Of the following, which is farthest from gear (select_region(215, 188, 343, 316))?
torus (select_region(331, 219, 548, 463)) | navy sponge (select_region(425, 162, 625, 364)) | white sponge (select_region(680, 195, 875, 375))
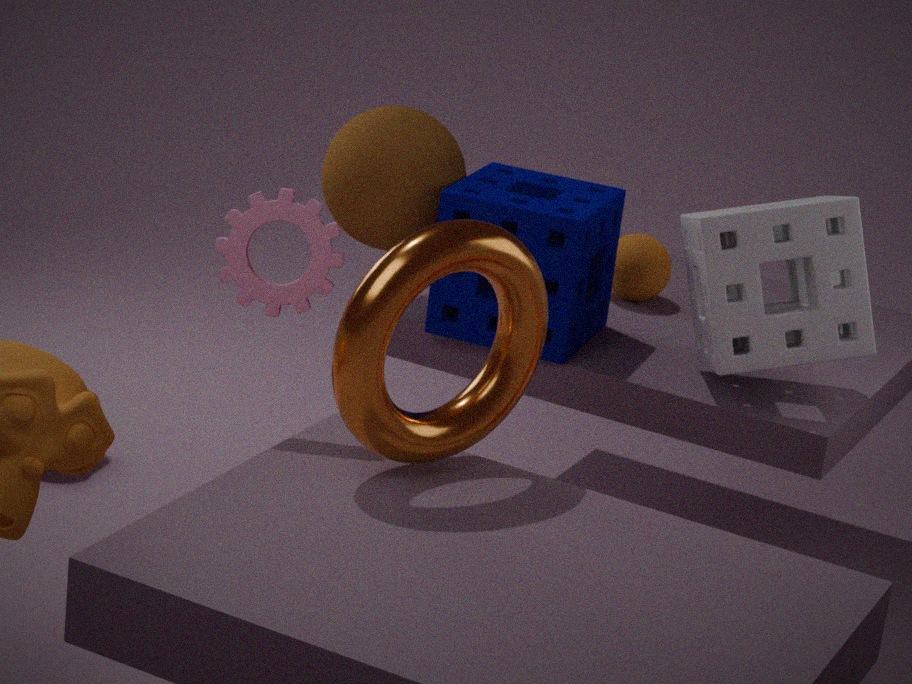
white sponge (select_region(680, 195, 875, 375))
